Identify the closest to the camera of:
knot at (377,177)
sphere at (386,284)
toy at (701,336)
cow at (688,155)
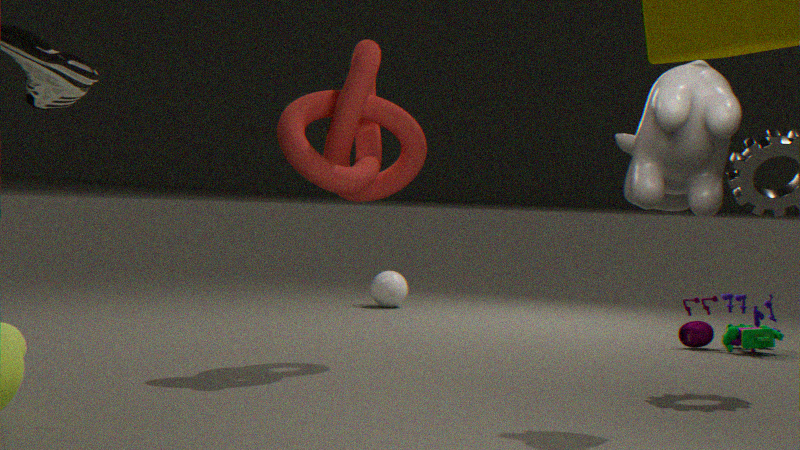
cow at (688,155)
